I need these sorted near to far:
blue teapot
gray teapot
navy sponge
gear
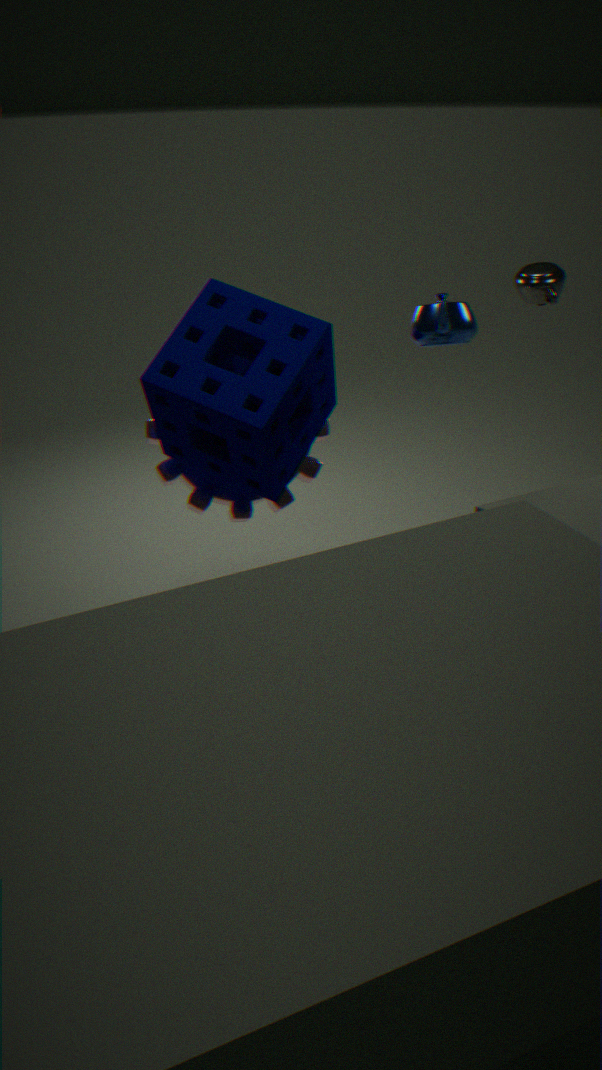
blue teapot → navy sponge → gear → gray teapot
